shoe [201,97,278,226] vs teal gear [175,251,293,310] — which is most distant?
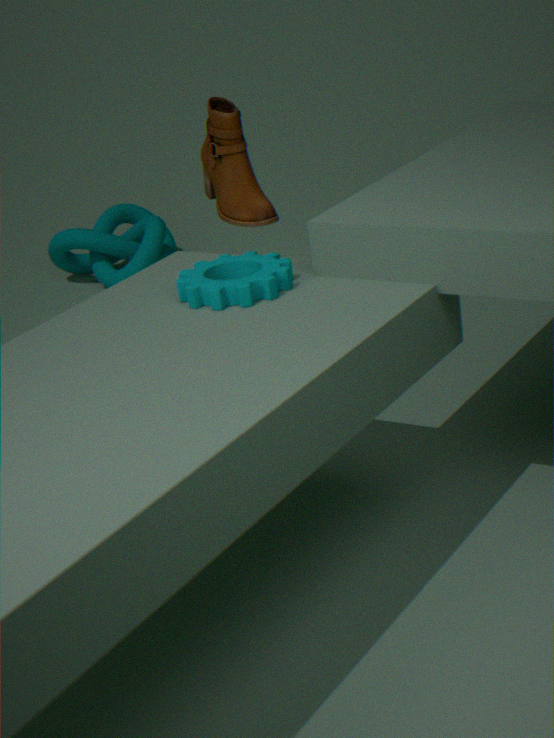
shoe [201,97,278,226]
